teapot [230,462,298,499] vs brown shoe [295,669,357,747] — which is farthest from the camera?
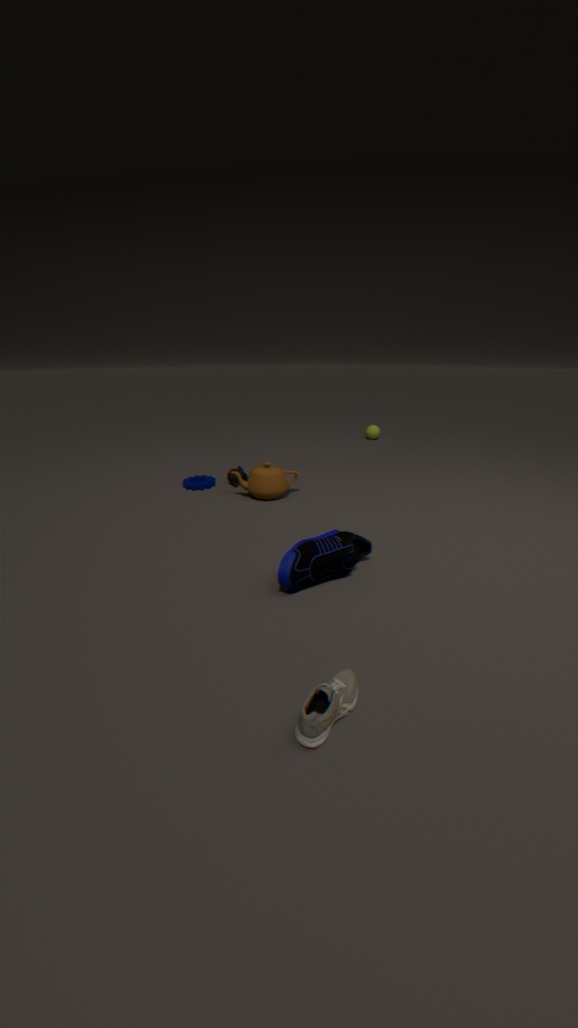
teapot [230,462,298,499]
